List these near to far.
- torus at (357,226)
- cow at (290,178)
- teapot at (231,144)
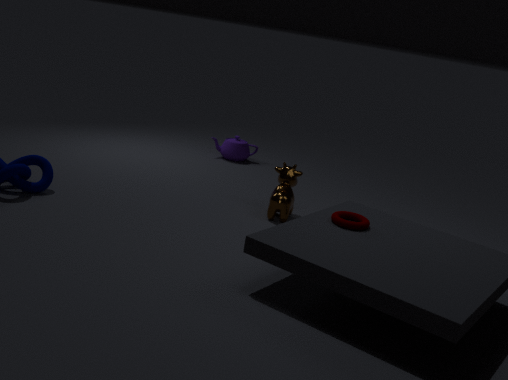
torus at (357,226), cow at (290,178), teapot at (231,144)
